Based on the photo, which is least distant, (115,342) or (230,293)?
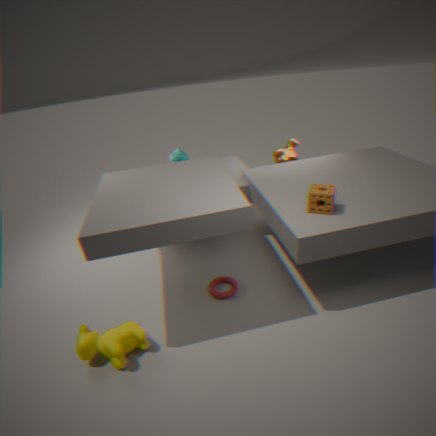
(115,342)
